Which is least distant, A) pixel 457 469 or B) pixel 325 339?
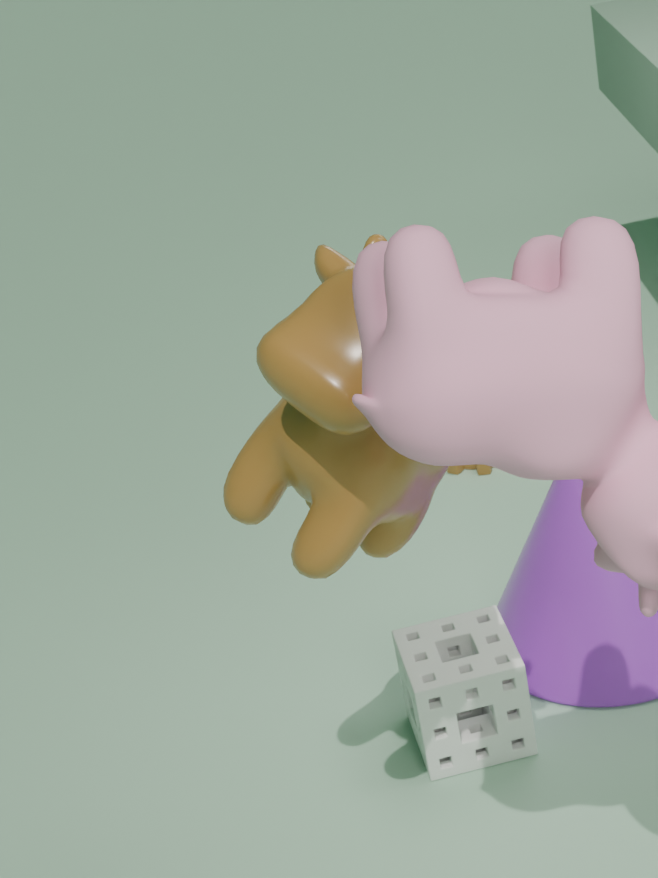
B. pixel 325 339
